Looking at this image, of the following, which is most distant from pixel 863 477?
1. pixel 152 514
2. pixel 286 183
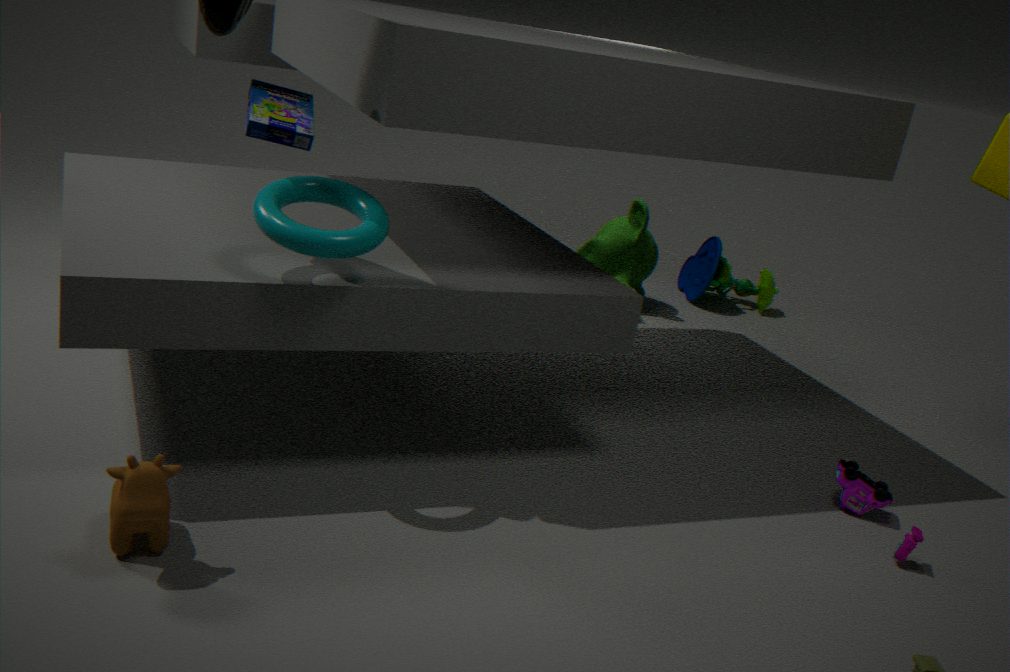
pixel 152 514
